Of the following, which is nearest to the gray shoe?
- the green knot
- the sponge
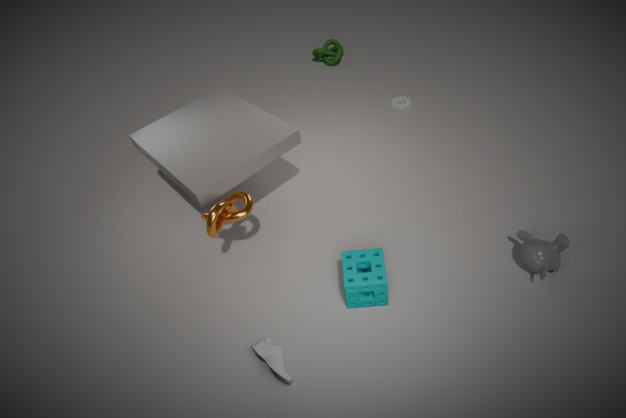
the sponge
